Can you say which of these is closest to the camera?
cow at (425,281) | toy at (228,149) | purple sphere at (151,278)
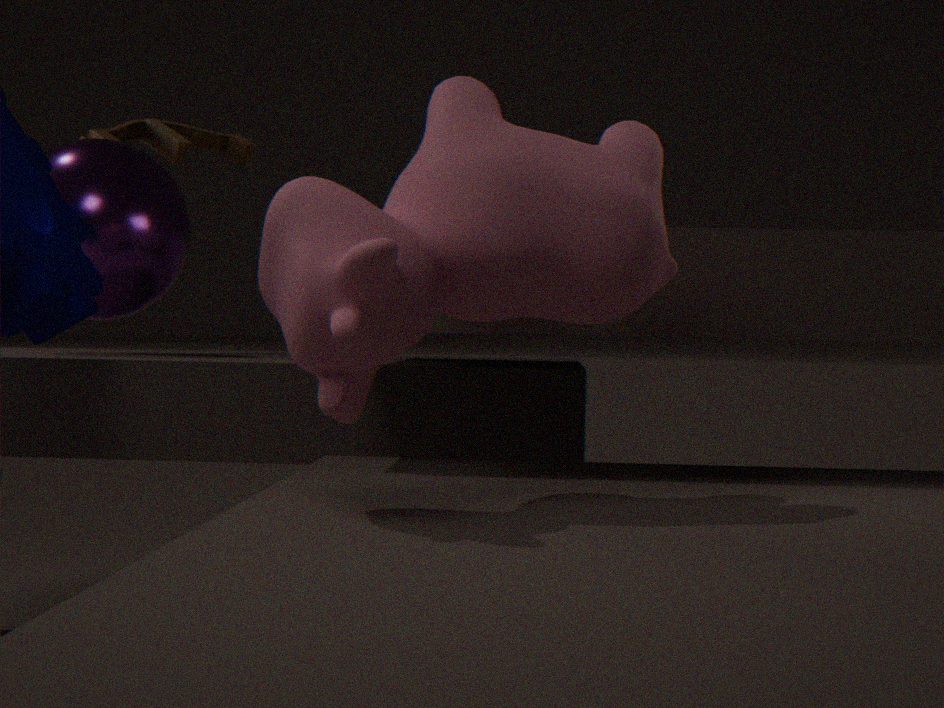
cow at (425,281)
